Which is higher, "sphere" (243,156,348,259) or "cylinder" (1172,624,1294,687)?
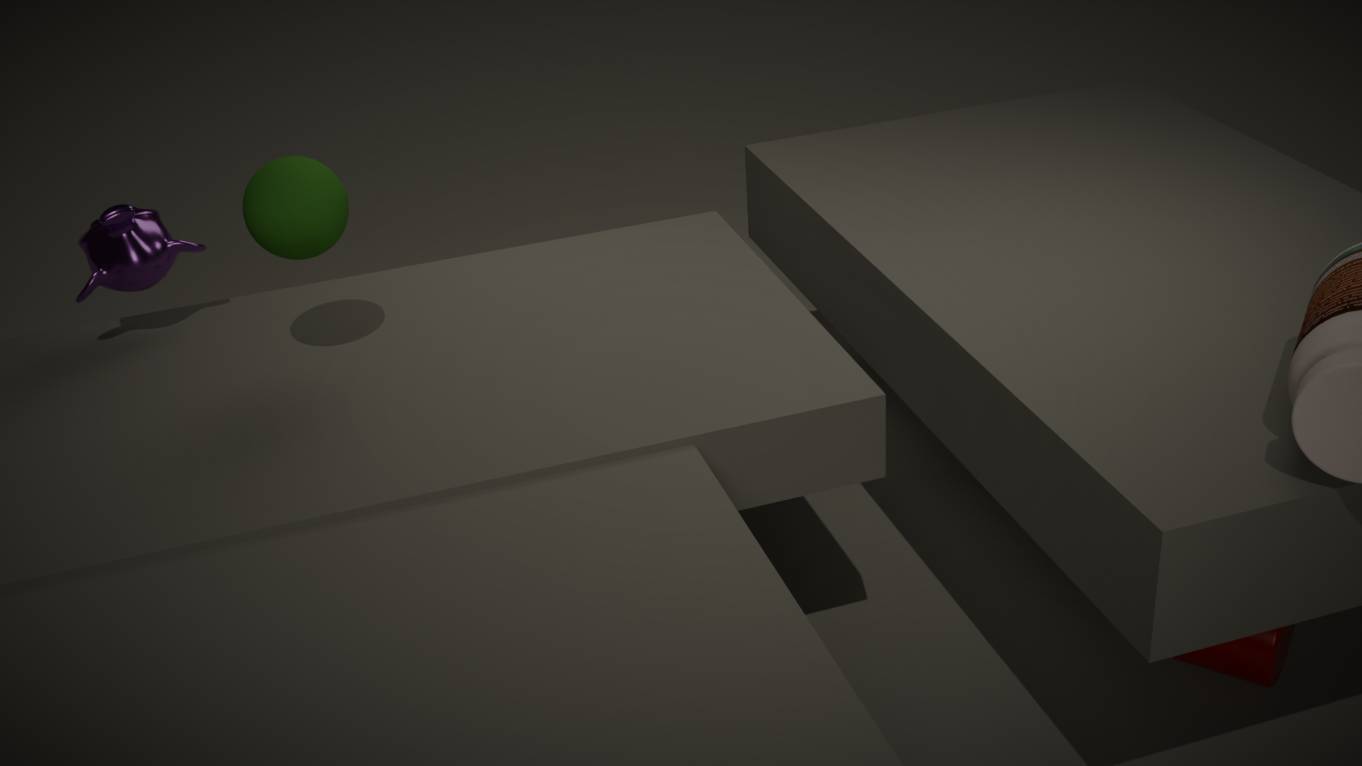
"sphere" (243,156,348,259)
